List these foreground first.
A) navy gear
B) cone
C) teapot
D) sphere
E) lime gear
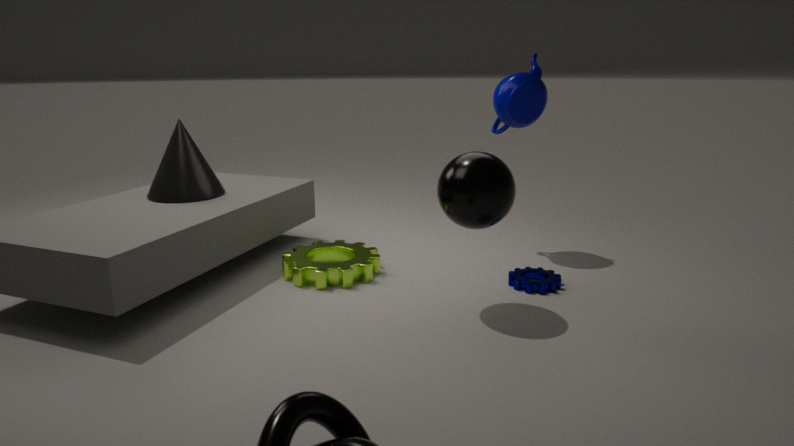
sphere, navy gear, lime gear, cone, teapot
